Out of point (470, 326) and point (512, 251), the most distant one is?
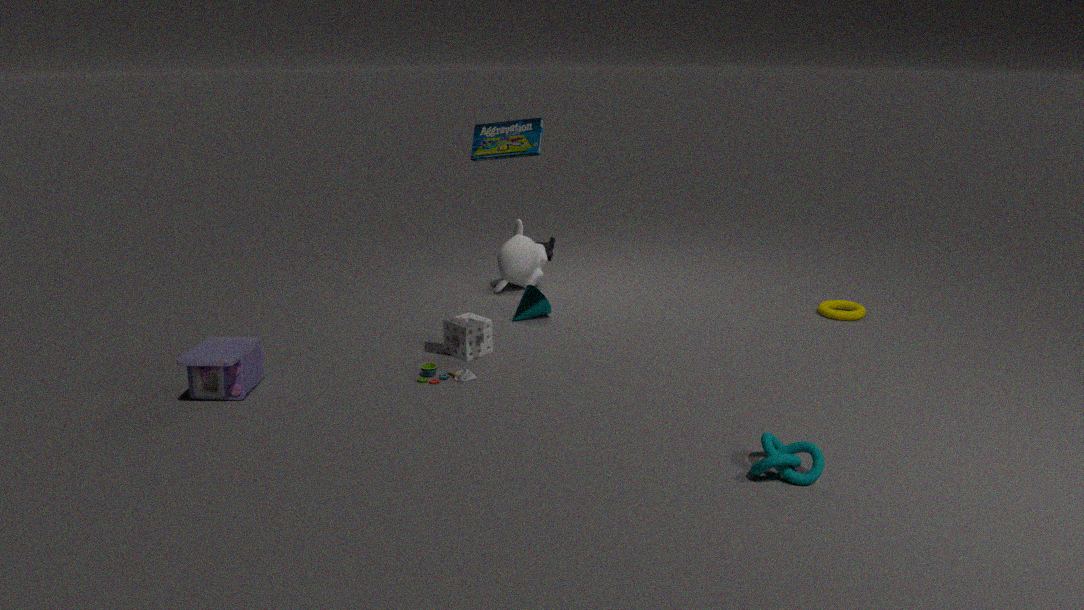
point (512, 251)
